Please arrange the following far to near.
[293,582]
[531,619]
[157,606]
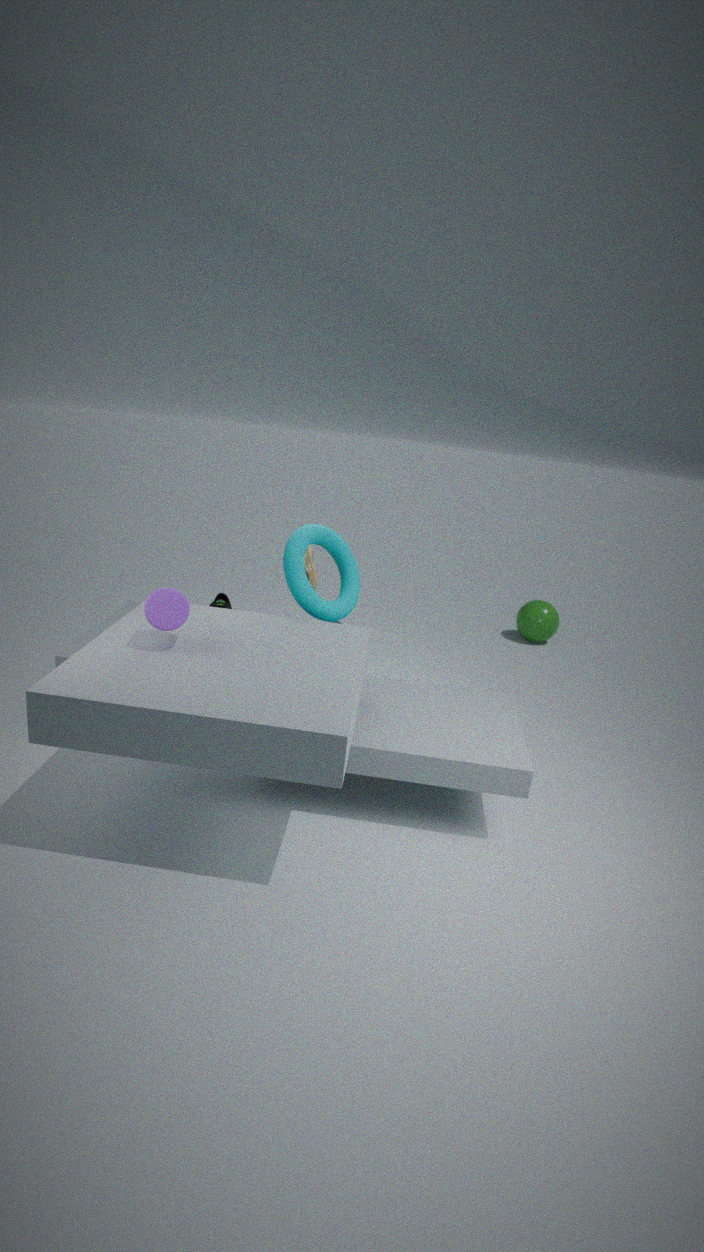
[531,619] < [293,582] < [157,606]
